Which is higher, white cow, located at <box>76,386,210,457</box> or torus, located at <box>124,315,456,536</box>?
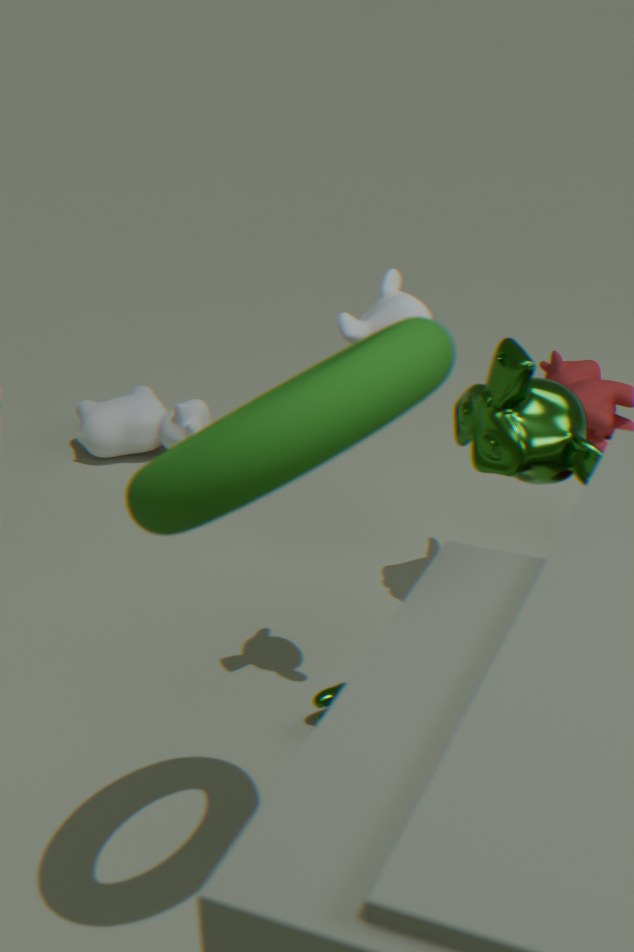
torus, located at <box>124,315,456,536</box>
